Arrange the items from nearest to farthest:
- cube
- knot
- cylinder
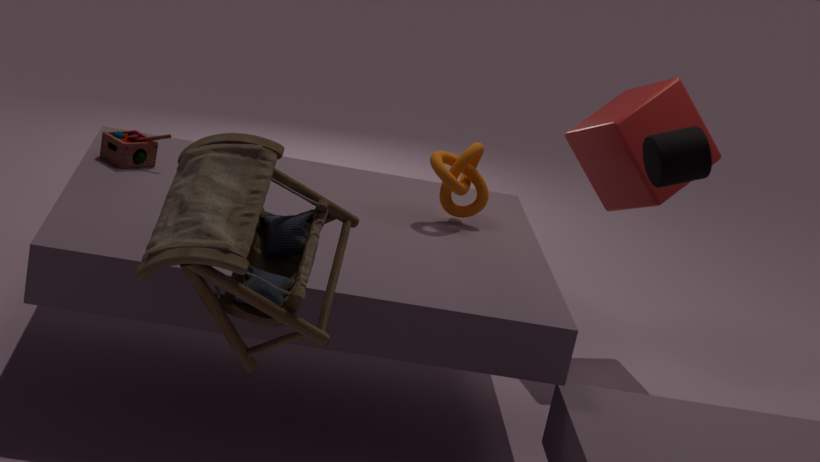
cylinder → knot → cube
